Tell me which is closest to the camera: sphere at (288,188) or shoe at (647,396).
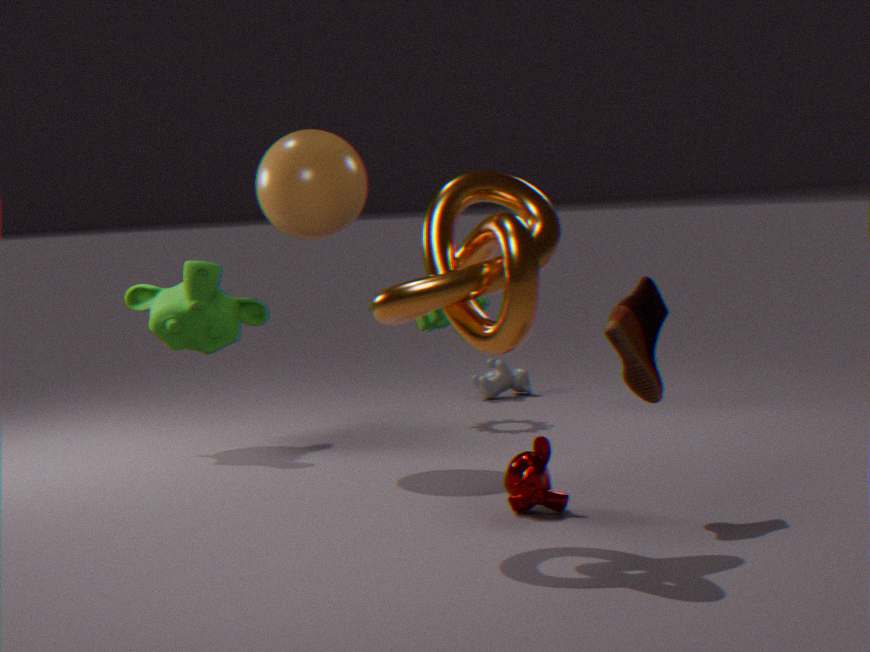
shoe at (647,396)
